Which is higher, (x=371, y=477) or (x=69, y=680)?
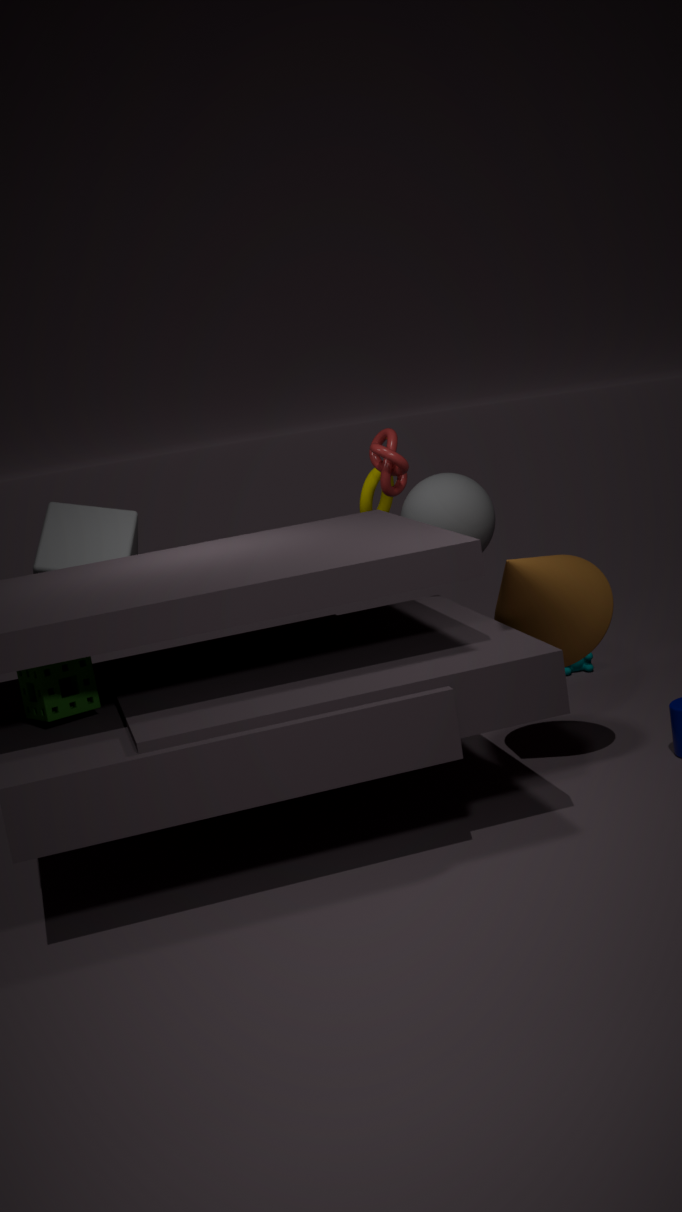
(x=371, y=477)
